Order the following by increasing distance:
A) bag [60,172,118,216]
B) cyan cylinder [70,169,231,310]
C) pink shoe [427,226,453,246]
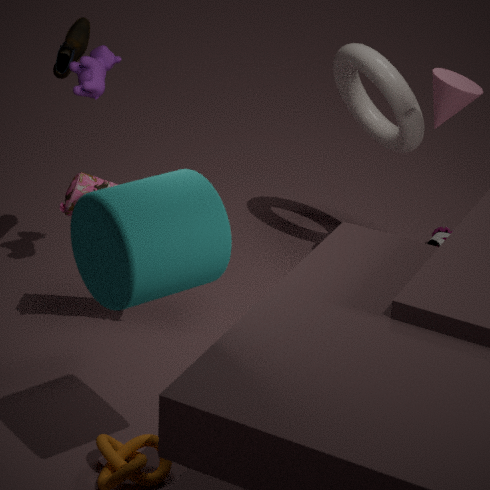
cyan cylinder [70,169,231,310], bag [60,172,118,216], pink shoe [427,226,453,246]
